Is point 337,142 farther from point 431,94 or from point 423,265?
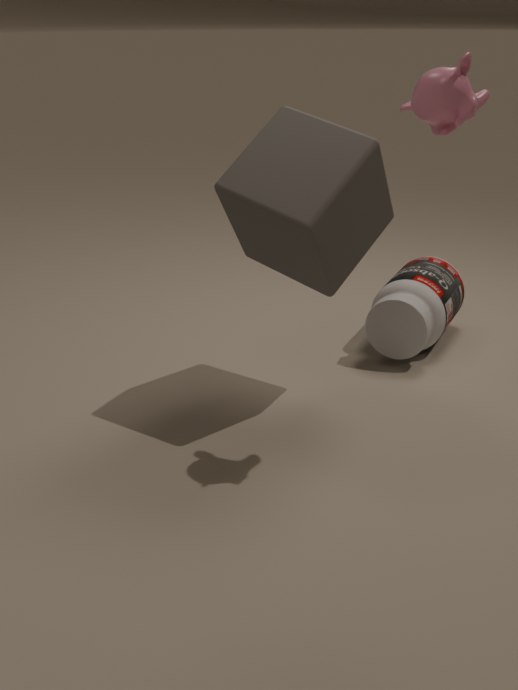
point 423,265
